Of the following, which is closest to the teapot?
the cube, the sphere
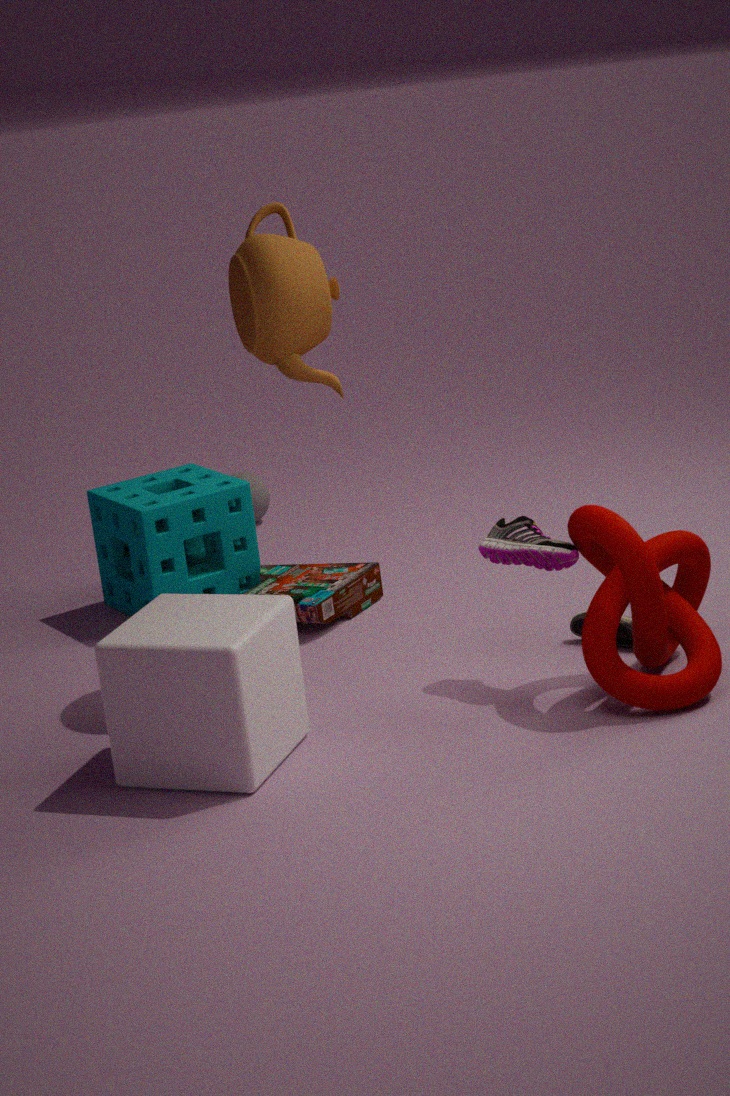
the cube
